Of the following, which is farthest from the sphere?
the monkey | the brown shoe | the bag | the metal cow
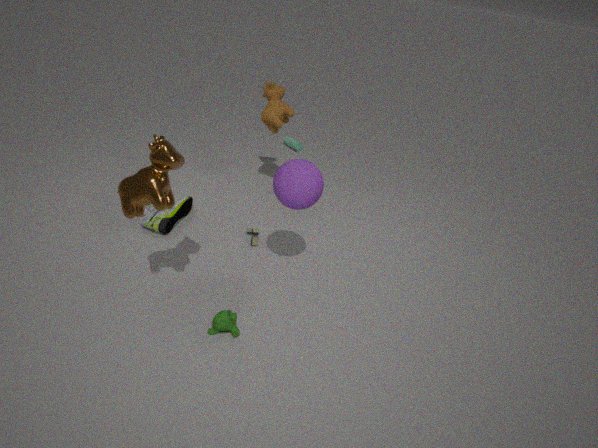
the bag
